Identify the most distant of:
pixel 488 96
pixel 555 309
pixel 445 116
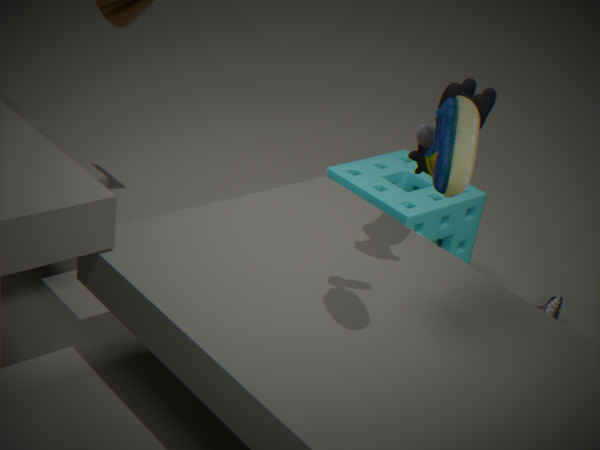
pixel 555 309
